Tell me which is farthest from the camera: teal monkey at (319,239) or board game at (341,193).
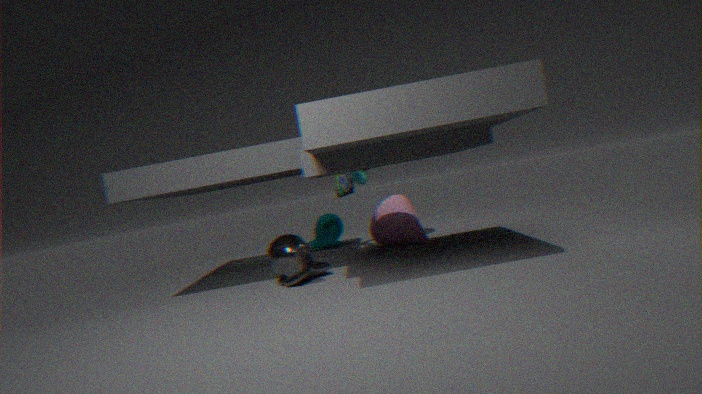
teal monkey at (319,239)
